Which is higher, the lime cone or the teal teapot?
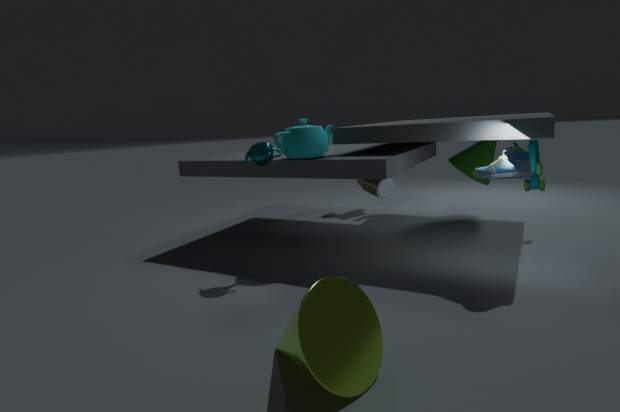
the teal teapot
